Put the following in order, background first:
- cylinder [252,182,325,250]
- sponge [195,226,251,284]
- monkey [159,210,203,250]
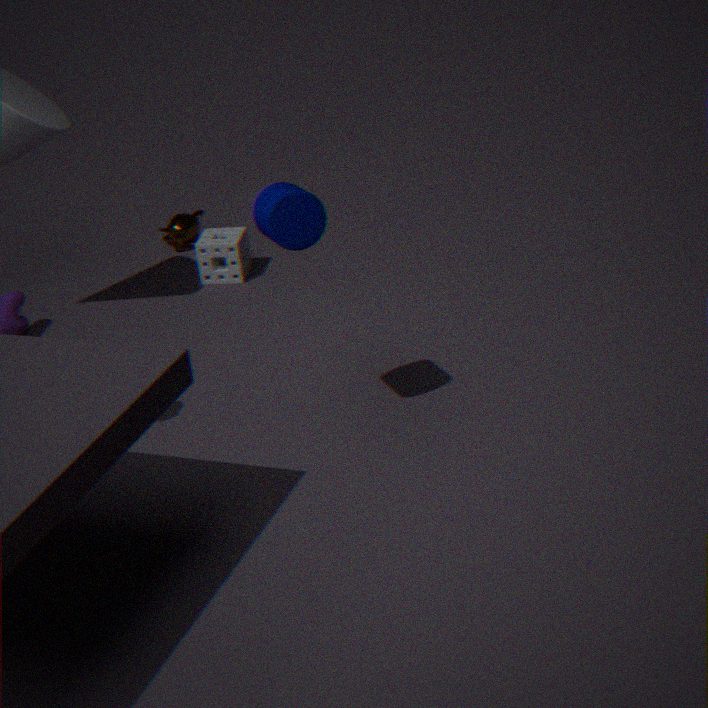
monkey [159,210,203,250]
sponge [195,226,251,284]
cylinder [252,182,325,250]
